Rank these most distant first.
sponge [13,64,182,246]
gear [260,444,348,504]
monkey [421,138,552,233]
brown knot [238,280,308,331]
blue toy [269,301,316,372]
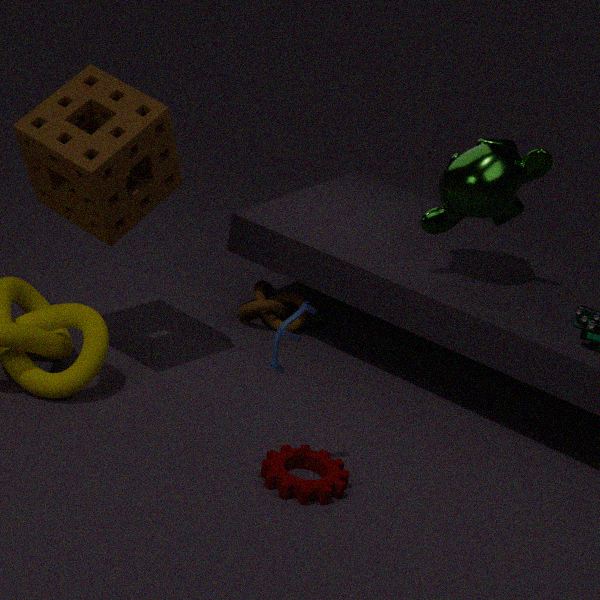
brown knot [238,280,308,331]
monkey [421,138,552,233]
sponge [13,64,182,246]
gear [260,444,348,504]
blue toy [269,301,316,372]
